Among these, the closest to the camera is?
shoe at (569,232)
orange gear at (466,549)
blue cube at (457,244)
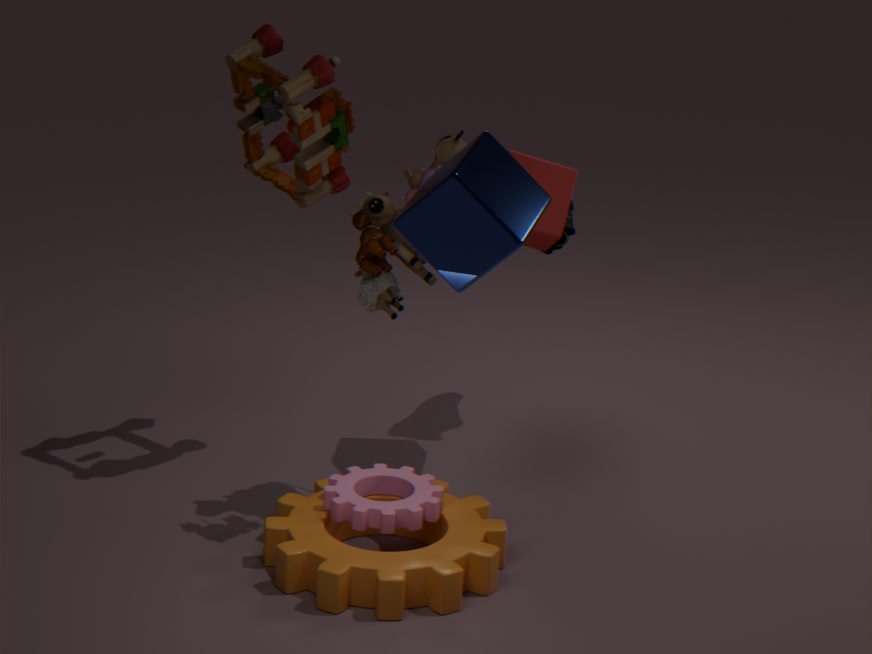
blue cube at (457,244)
